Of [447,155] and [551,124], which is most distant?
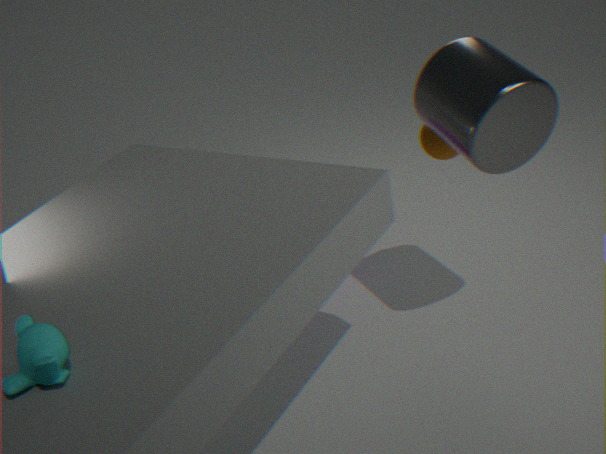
[447,155]
